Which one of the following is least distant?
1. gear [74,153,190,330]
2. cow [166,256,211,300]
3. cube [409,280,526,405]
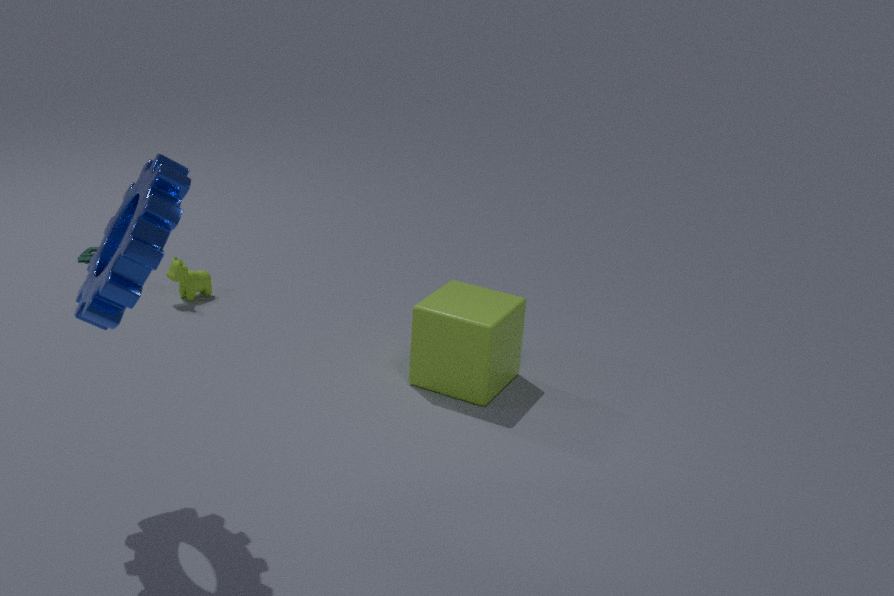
gear [74,153,190,330]
